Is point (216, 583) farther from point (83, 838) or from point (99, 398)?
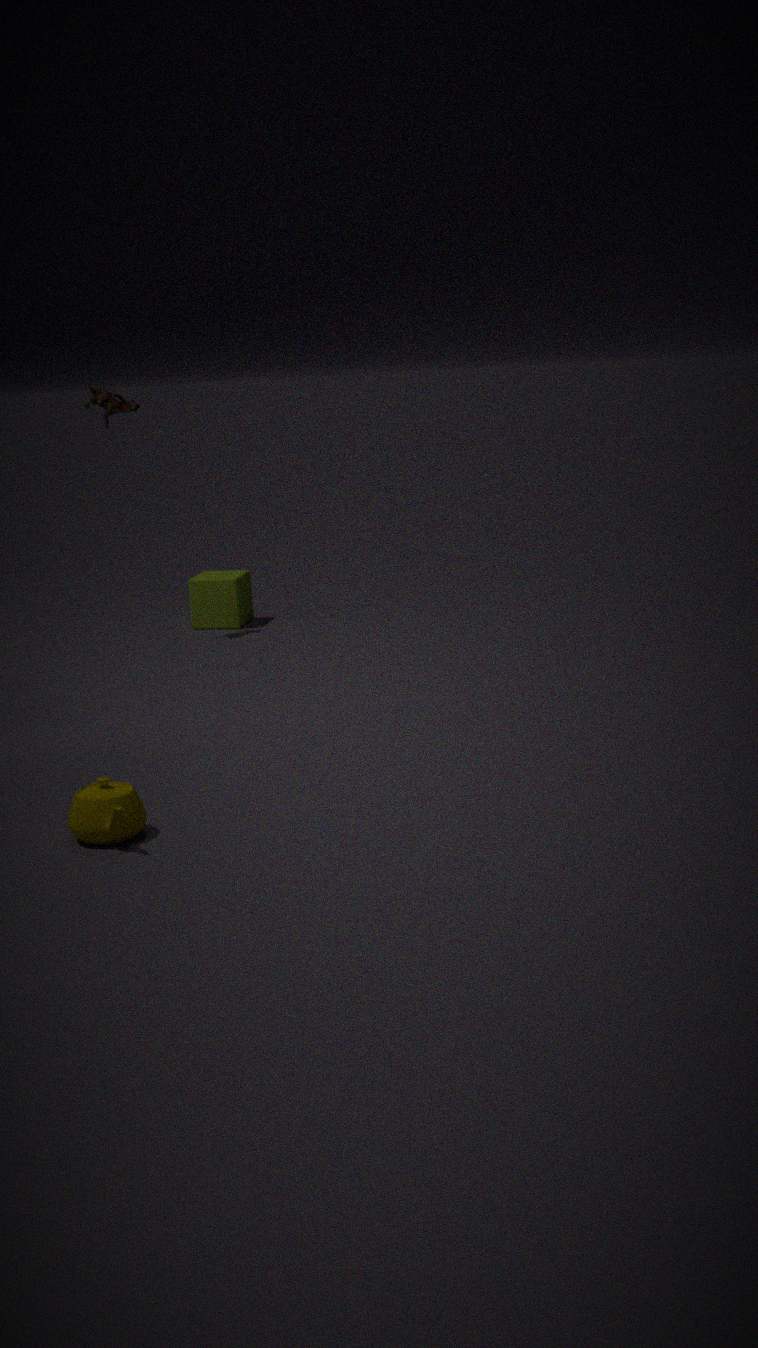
point (83, 838)
